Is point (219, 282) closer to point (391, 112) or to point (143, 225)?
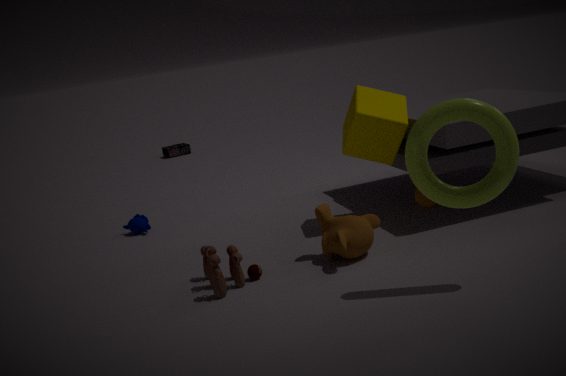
point (391, 112)
